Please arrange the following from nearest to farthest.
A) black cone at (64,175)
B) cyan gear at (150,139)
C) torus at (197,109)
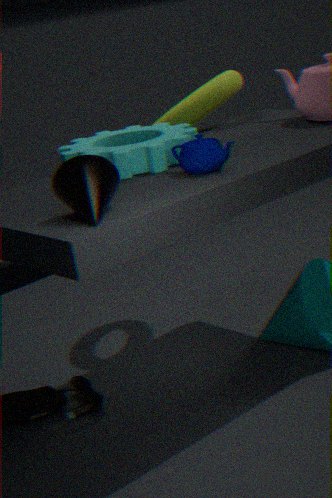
black cone at (64,175) < cyan gear at (150,139) < torus at (197,109)
